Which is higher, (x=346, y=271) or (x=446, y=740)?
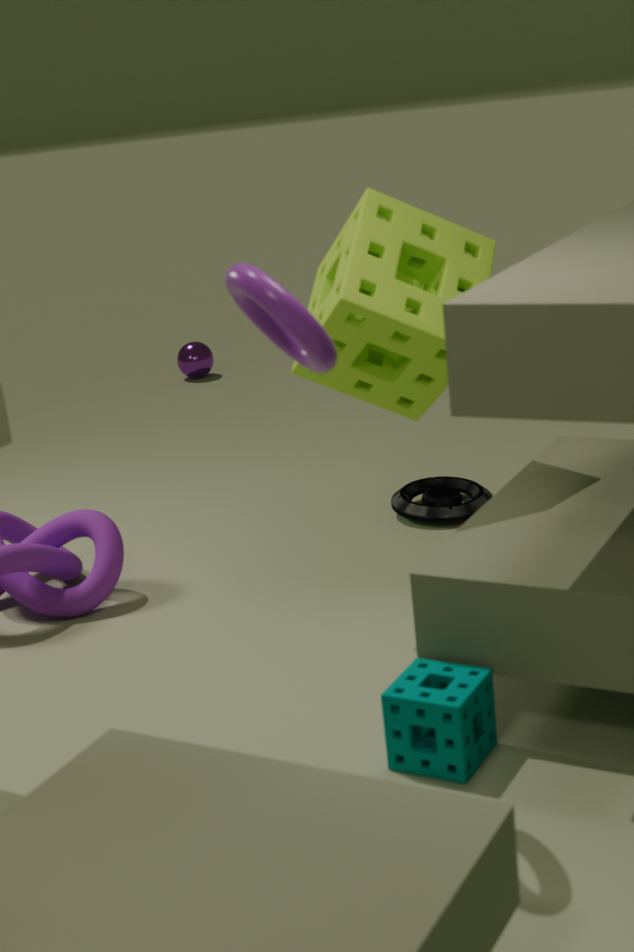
(x=346, y=271)
